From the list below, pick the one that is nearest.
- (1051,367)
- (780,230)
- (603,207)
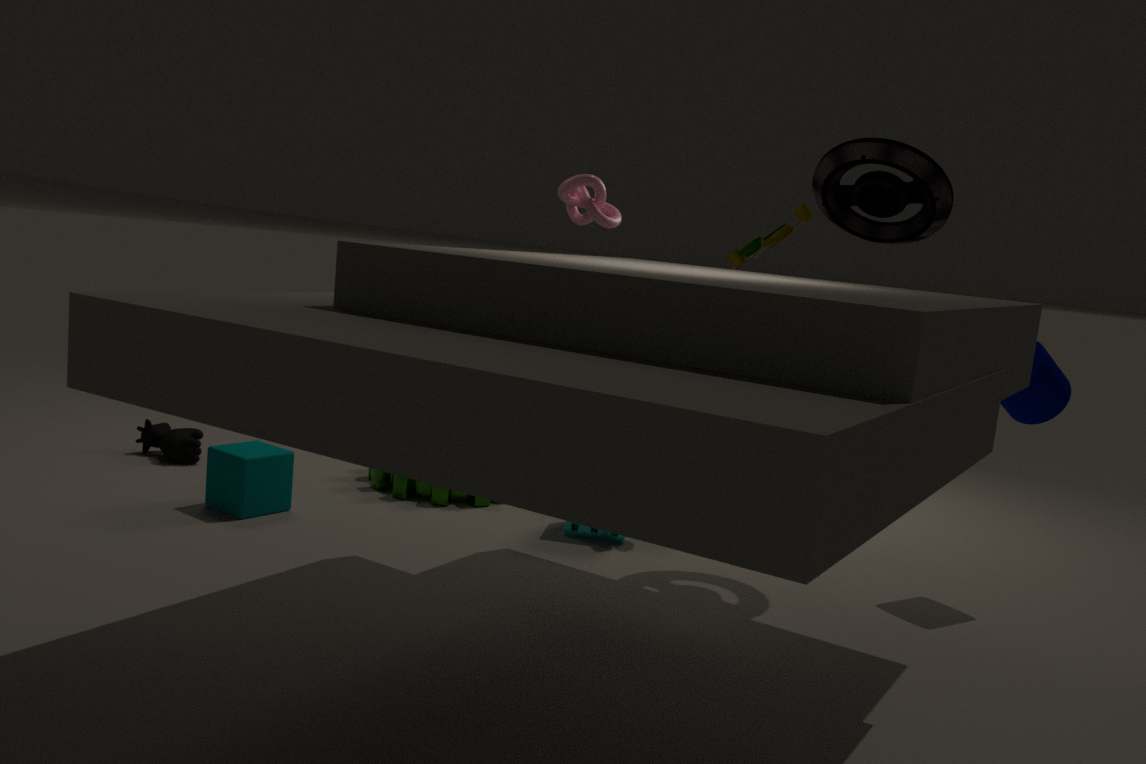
(1051,367)
